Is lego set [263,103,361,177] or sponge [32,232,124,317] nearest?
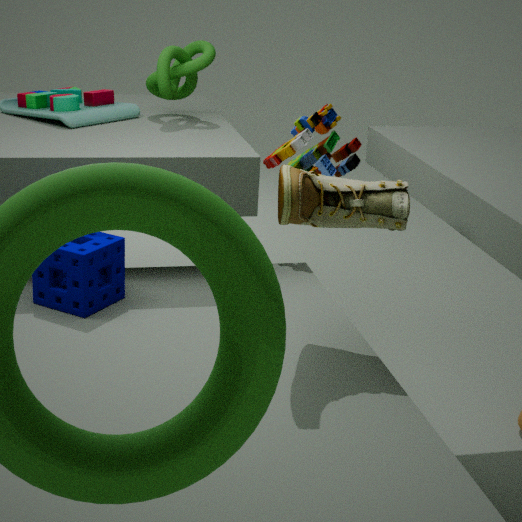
sponge [32,232,124,317]
